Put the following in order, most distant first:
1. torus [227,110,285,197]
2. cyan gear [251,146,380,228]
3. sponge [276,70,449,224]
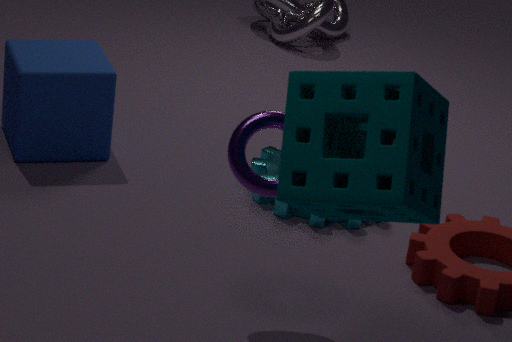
cyan gear [251,146,380,228] < torus [227,110,285,197] < sponge [276,70,449,224]
